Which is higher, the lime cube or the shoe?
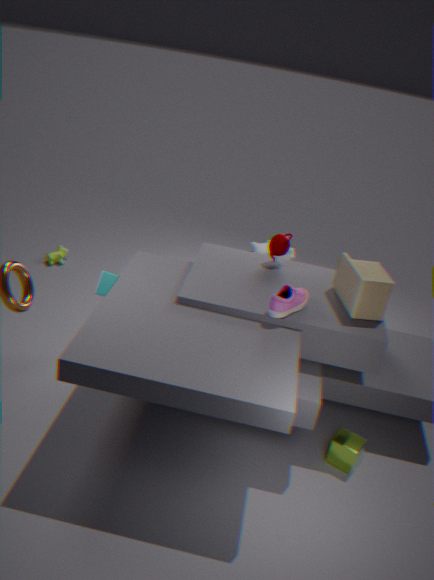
the shoe
